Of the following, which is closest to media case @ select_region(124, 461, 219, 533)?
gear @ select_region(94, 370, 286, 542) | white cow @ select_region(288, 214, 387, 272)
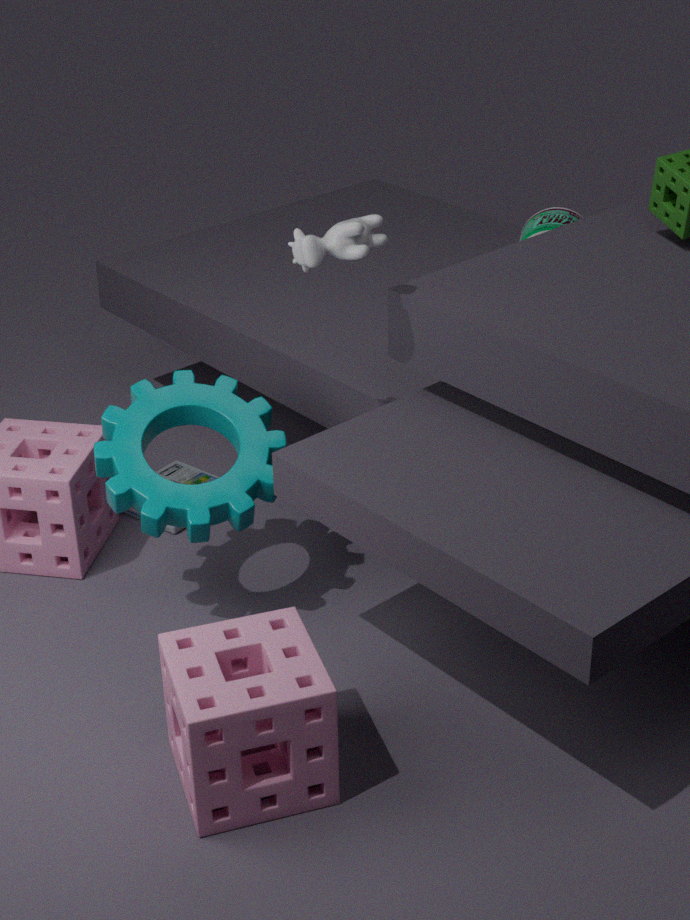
gear @ select_region(94, 370, 286, 542)
